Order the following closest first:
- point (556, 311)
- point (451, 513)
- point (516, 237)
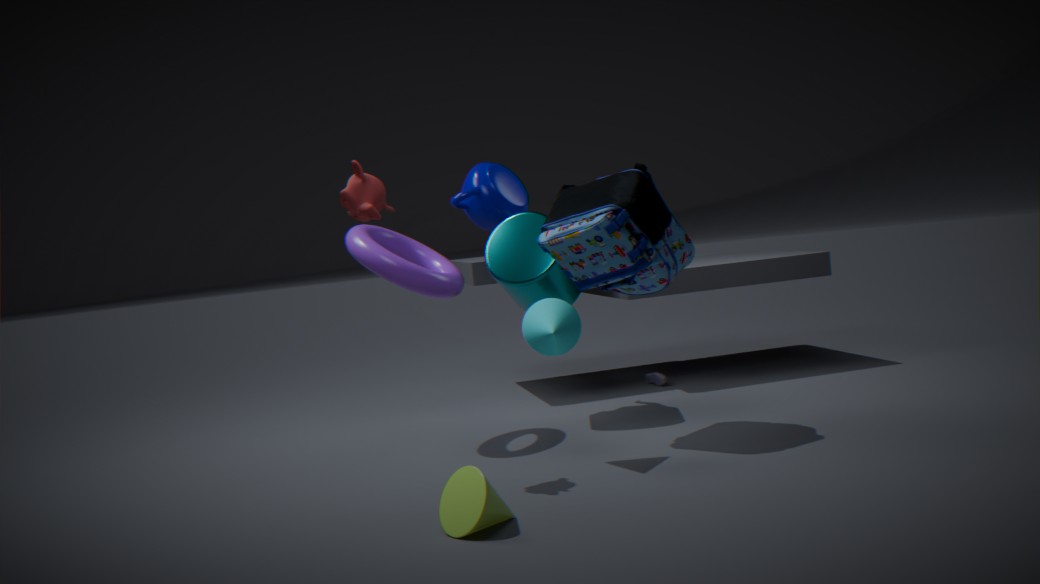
point (451, 513)
point (556, 311)
point (516, 237)
